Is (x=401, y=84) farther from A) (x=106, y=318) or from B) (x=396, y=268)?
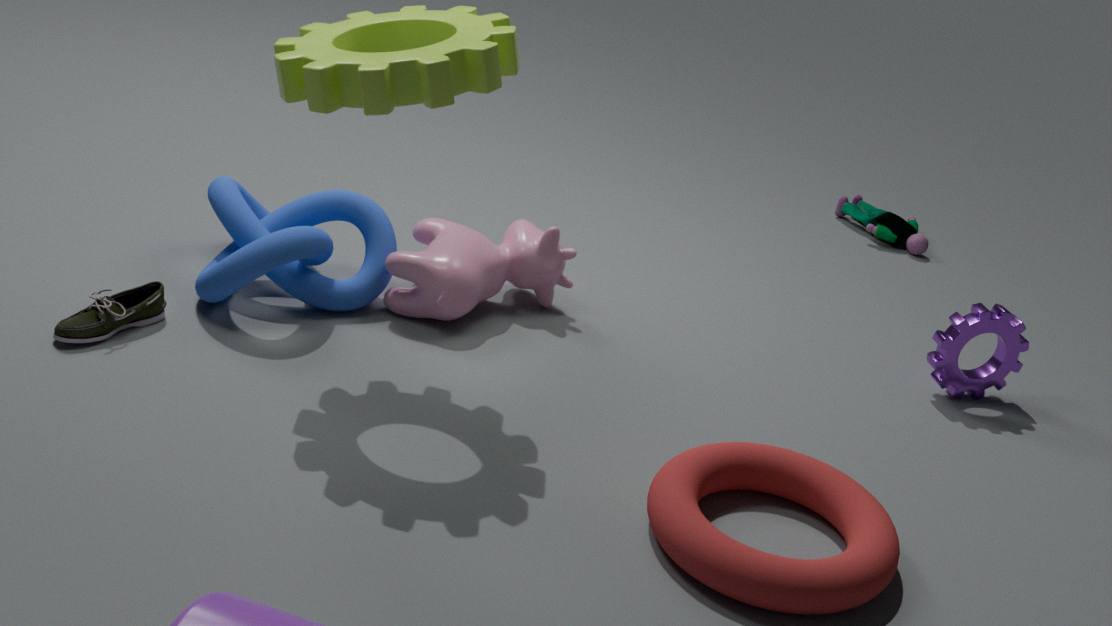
A) (x=106, y=318)
